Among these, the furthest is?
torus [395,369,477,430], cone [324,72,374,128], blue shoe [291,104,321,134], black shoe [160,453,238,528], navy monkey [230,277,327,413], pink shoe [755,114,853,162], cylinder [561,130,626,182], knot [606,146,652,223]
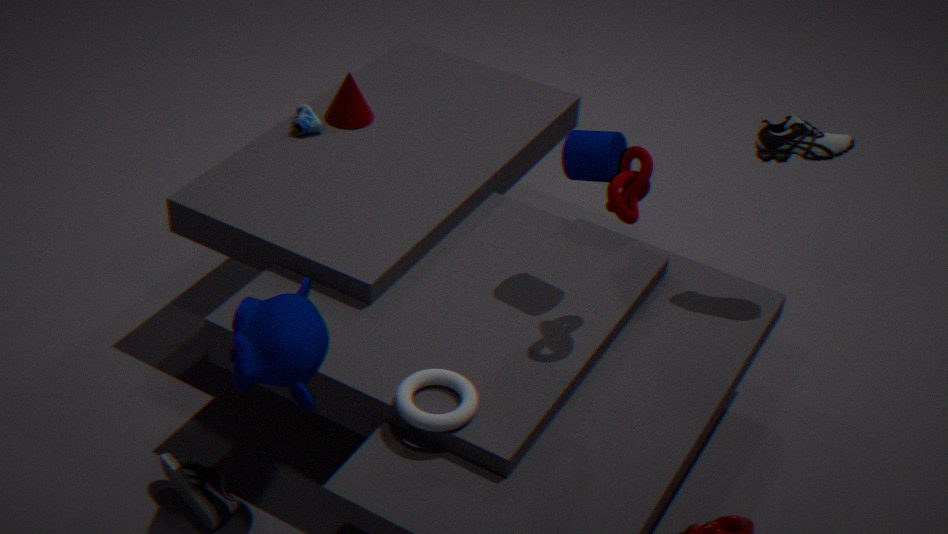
cone [324,72,374,128]
